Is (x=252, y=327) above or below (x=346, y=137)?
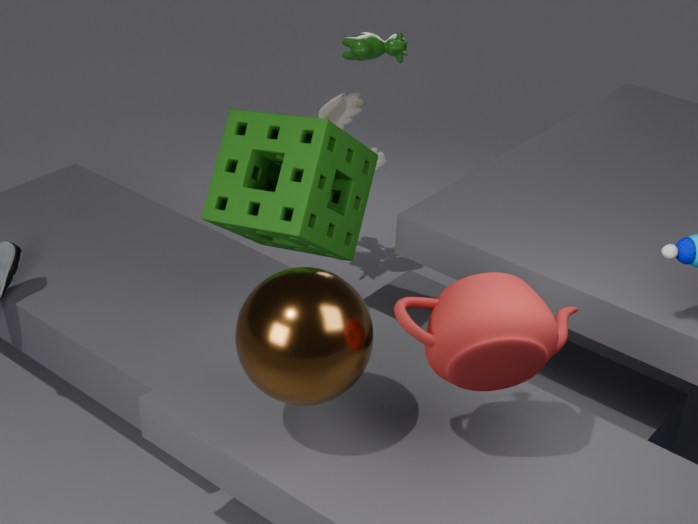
below
